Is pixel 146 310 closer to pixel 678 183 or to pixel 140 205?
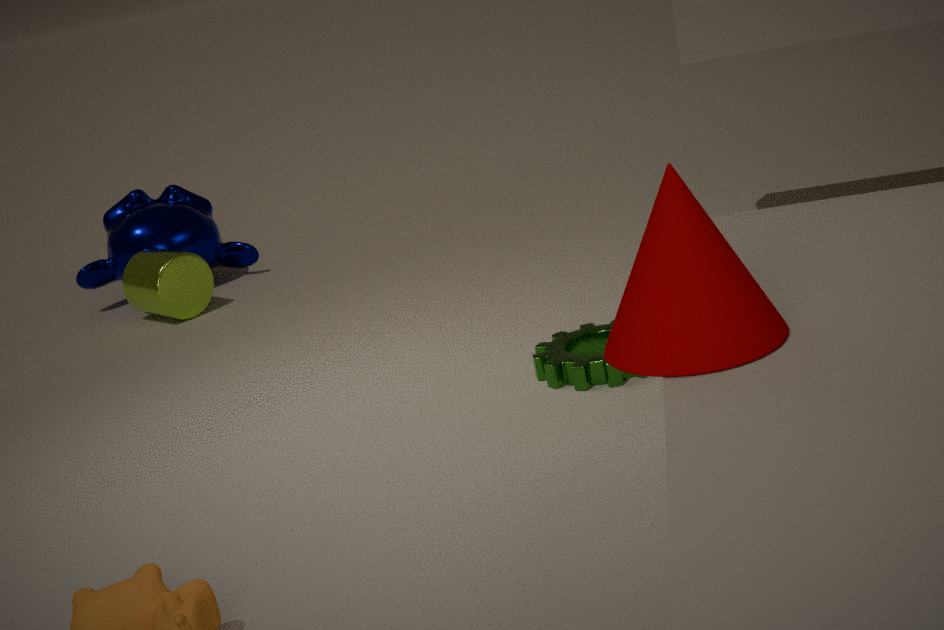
pixel 140 205
